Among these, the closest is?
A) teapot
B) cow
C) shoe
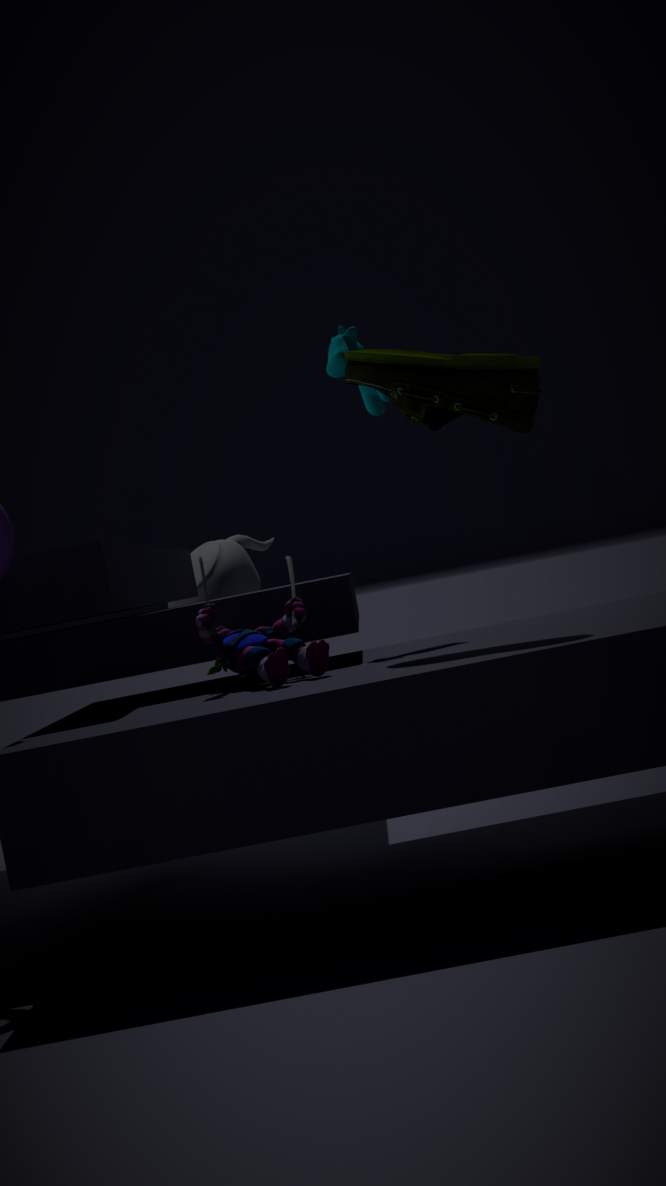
shoe
